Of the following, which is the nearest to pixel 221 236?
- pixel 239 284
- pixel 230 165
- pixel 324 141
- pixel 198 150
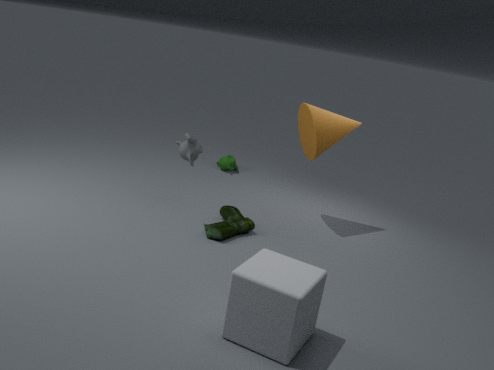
pixel 198 150
